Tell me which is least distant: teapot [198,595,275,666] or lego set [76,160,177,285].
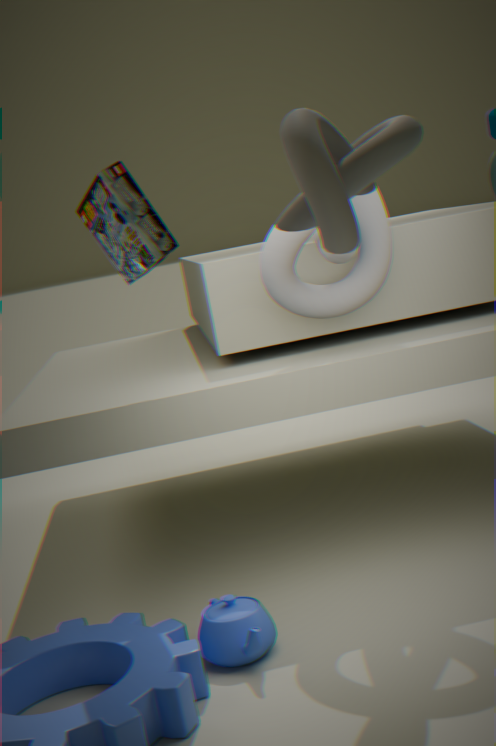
teapot [198,595,275,666]
